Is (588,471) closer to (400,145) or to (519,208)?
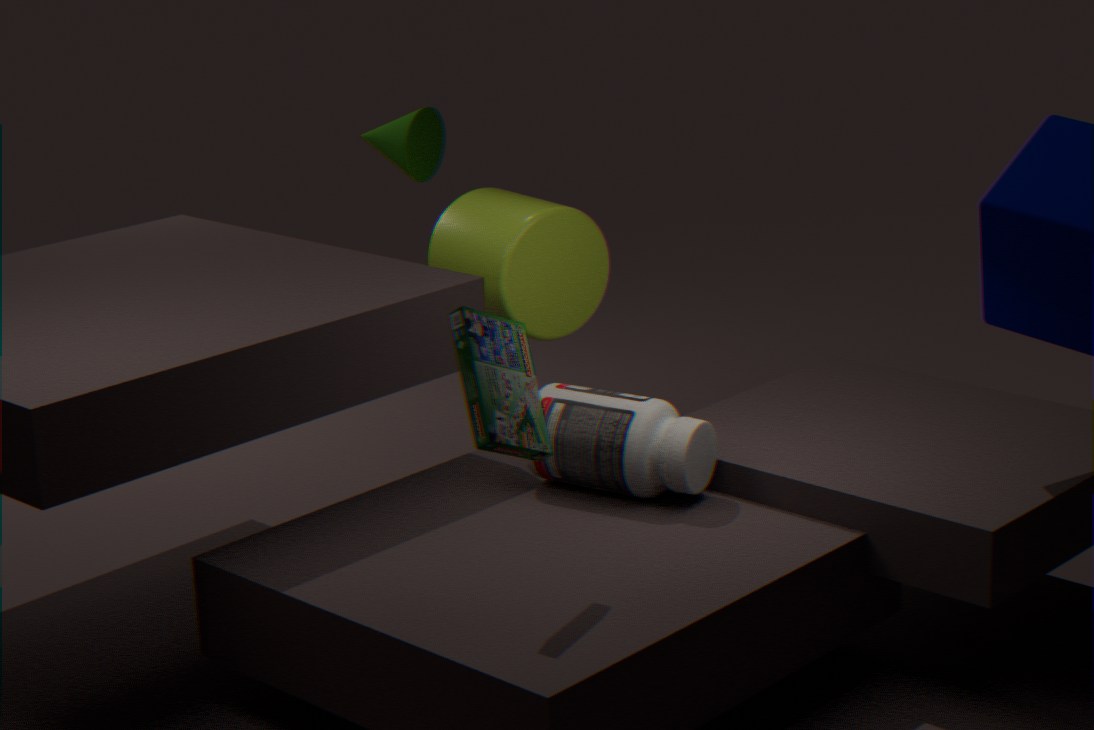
(519,208)
